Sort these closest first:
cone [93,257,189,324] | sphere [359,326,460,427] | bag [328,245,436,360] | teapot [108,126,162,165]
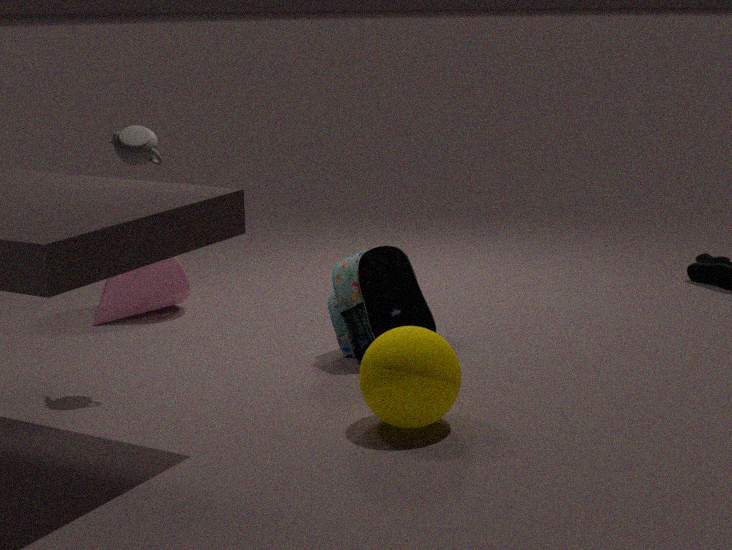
1. sphere [359,326,460,427]
2. teapot [108,126,162,165]
3. bag [328,245,436,360]
4. cone [93,257,189,324]
